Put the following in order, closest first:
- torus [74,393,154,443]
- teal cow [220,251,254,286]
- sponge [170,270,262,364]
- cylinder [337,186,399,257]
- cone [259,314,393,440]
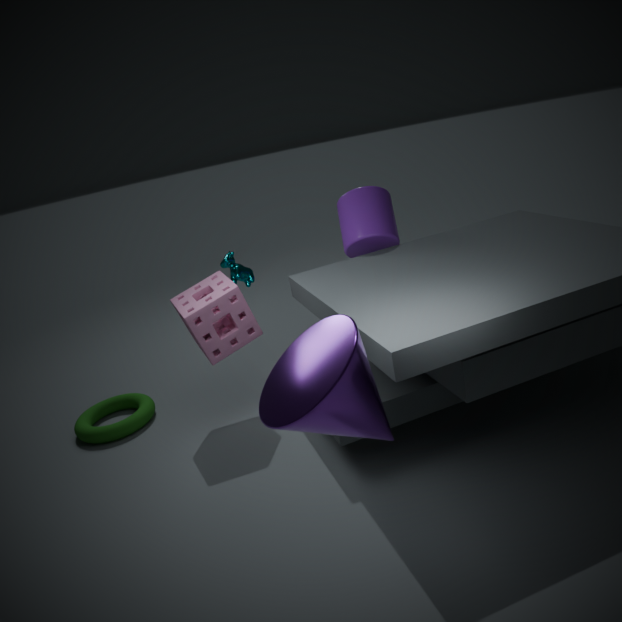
cone [259,314,393,440] < sponge [170,270,262,364] < cylinder [337,186,399,257] < torus [74,393,154,443] < teal cow [220,251,254,286]
